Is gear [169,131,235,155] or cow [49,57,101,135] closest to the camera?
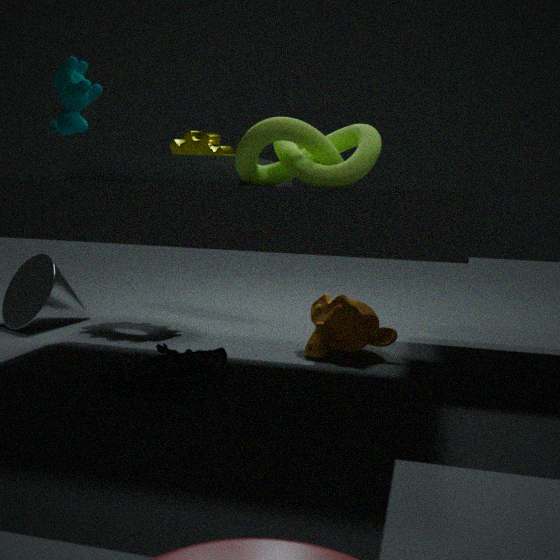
cow [49,57,101,135]
